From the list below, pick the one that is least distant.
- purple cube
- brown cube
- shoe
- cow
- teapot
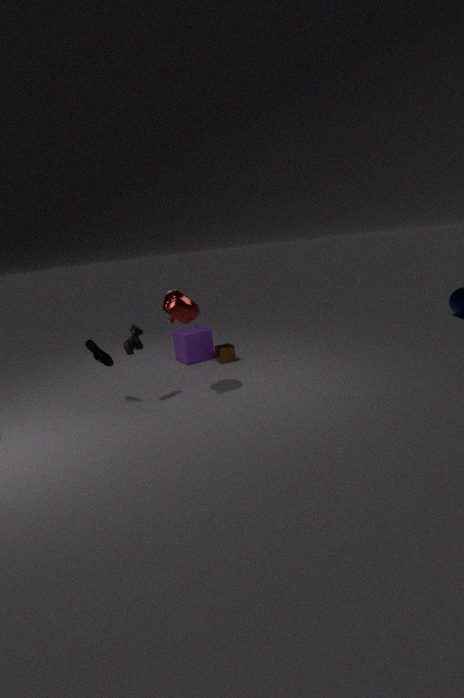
teapot
